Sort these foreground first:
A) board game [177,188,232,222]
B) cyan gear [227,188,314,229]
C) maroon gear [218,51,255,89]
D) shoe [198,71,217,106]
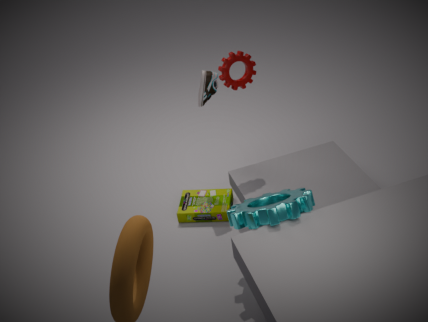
cyan gear [227,188,314,229] → maroon gear [218,51,255,89] → shoe [198,71,217,106] → board game [177,188,232,222]
